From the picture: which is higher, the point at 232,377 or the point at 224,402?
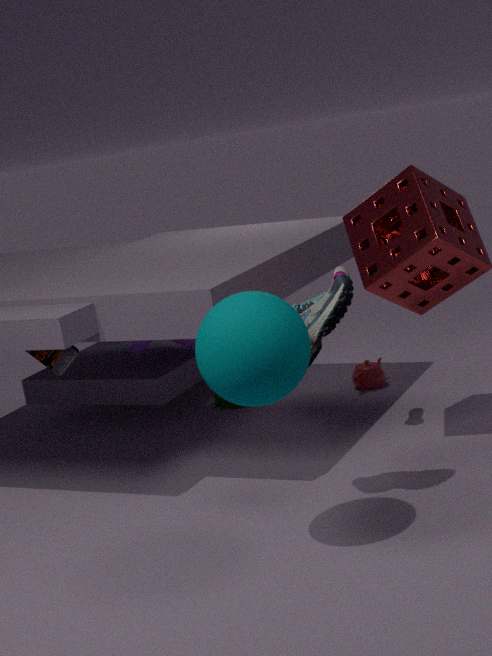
the point at 232,377
